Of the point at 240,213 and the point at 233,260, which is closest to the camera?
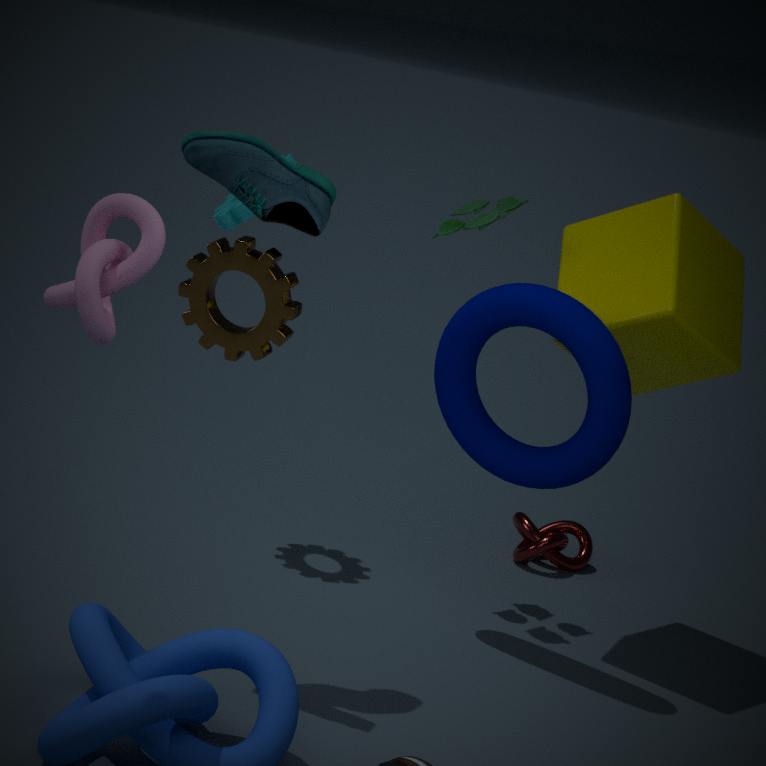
the point at 233,260
